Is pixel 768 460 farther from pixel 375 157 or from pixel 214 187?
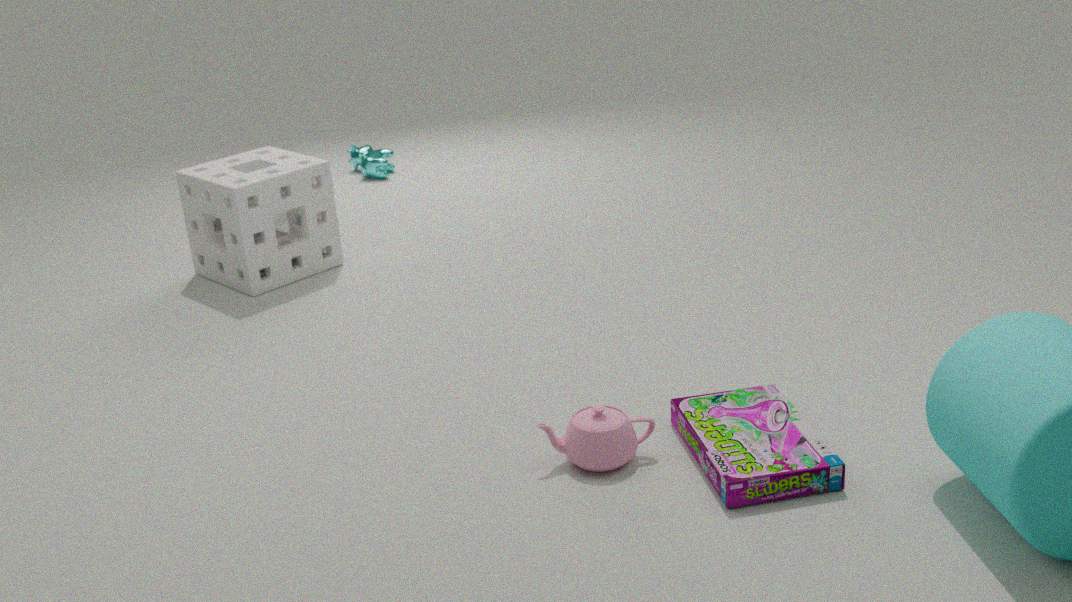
pixel 375 157
